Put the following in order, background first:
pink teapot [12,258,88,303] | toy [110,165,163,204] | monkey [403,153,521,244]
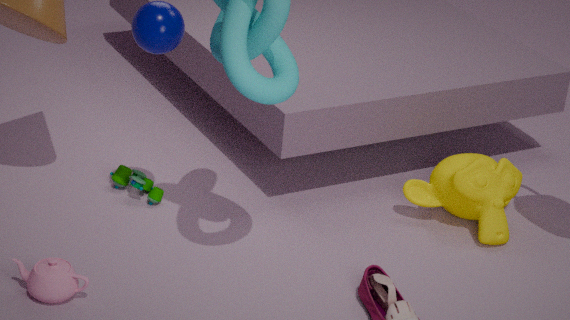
toy [110,165,163,204] → monkey [403,153,521,244] → pink teapot [12,258,88,303]
